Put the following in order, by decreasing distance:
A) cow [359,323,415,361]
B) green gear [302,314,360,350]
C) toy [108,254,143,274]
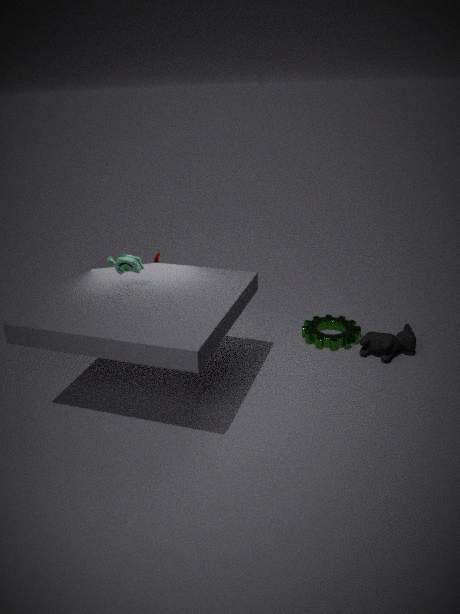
green gear [302,314,360,350] → cow [359,323,415,361] → toy [108,254,143,274]
